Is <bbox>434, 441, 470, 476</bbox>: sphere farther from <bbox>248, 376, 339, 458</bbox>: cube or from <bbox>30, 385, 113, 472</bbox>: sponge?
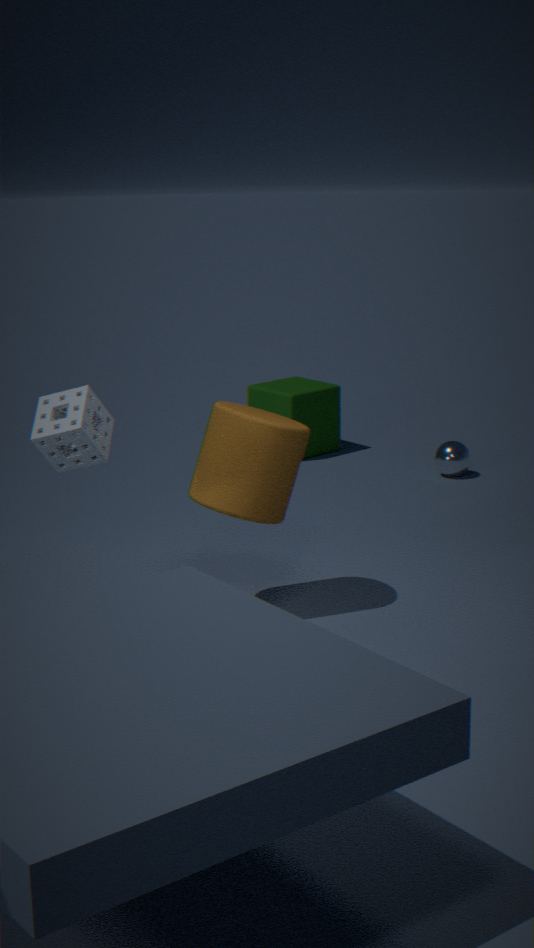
<bbox>30, 385, 113, 472</bbox>: sponge
